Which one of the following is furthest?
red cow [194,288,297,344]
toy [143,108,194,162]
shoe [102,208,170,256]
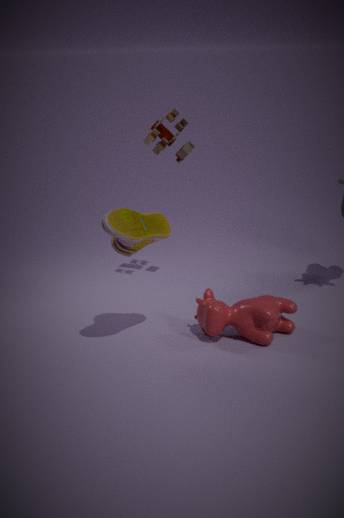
toy [143,108,194,162]
